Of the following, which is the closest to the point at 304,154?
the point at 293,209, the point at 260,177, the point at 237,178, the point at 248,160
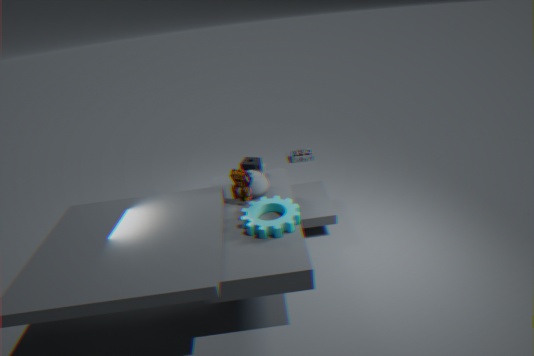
the point at 248,160
